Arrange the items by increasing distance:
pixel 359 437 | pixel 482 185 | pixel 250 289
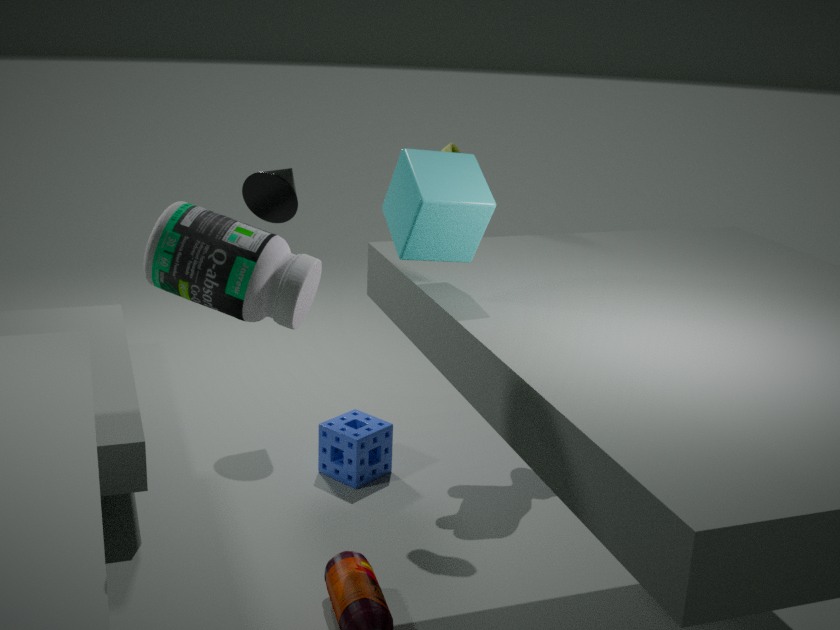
1. pixel 250 289
2. pixel 482 185
3. pixel 359 437
